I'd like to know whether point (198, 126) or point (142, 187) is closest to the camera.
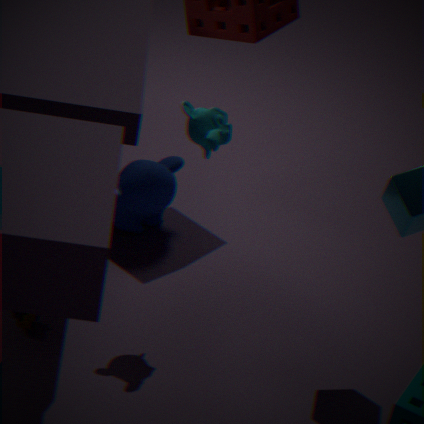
point (198, 126)
